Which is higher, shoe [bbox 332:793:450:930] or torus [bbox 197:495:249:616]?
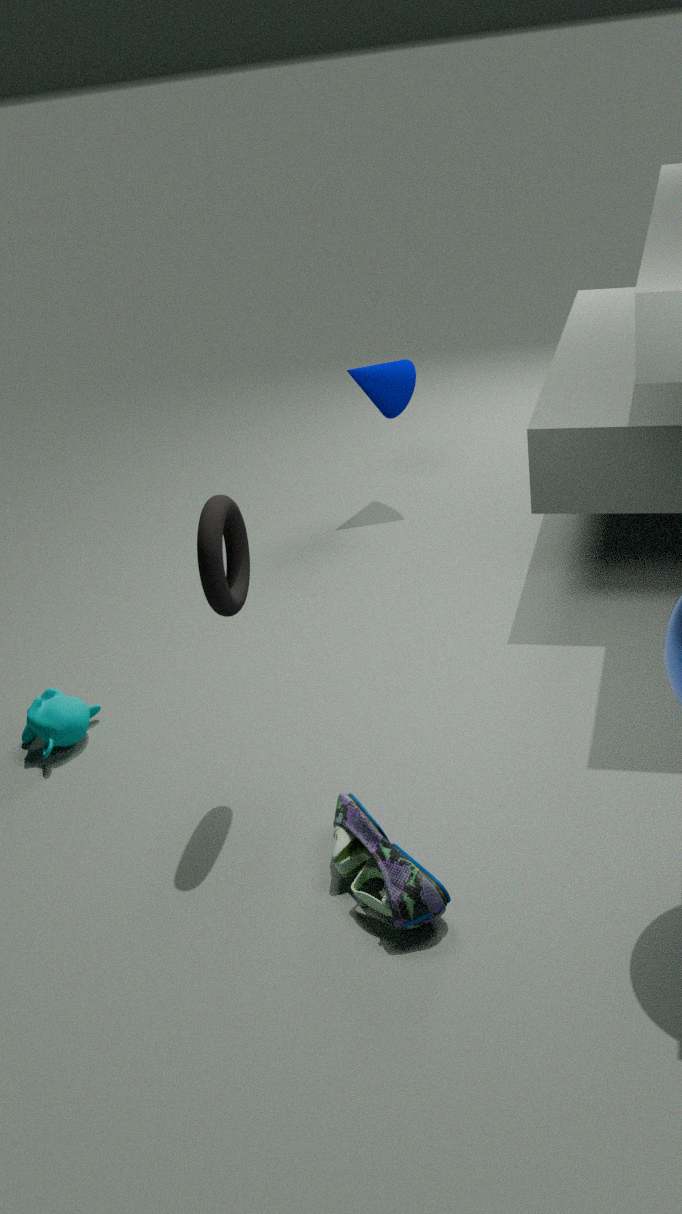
torus [bbox 197:495:249:616]
